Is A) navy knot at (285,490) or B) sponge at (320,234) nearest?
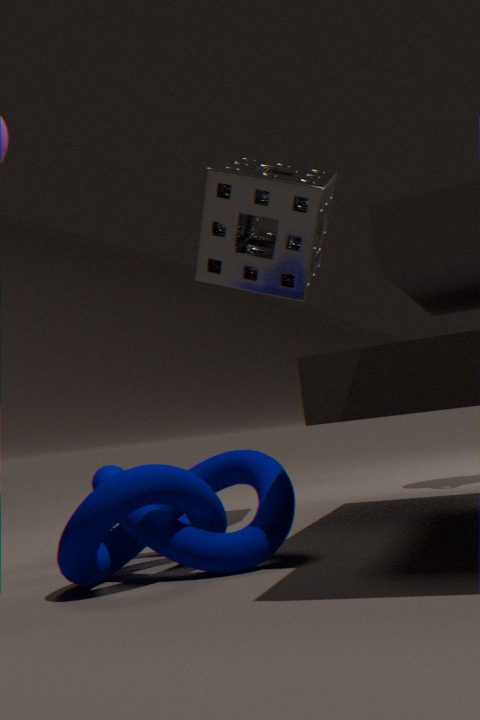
A. navy knot at (285,490)
